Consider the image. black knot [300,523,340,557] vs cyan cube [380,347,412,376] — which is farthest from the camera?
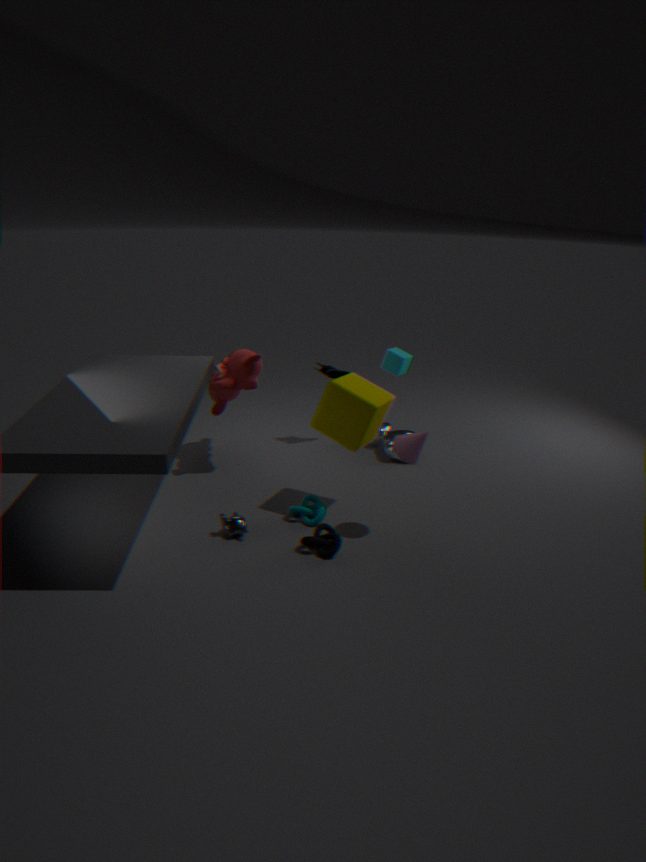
cyan cube [380,347,412,376]
